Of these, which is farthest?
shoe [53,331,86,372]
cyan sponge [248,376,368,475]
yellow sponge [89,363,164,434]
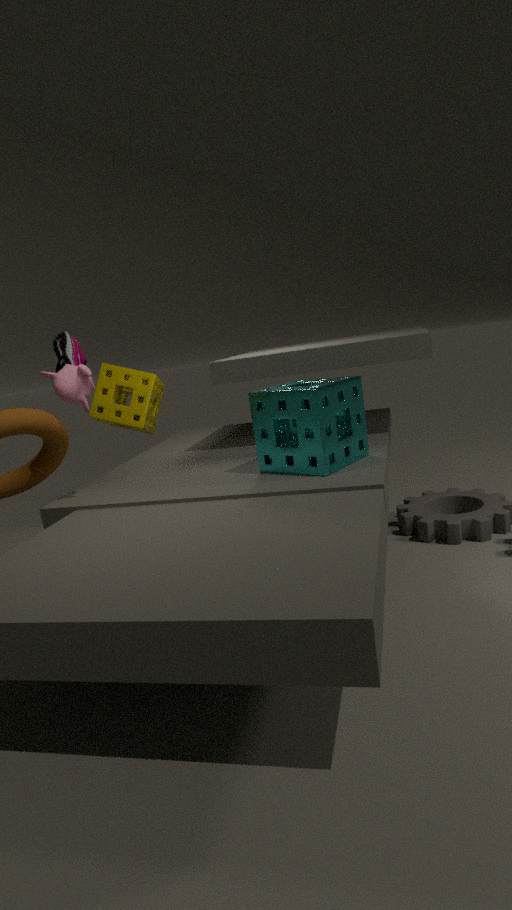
yellow sponge [89,363,164,434]
